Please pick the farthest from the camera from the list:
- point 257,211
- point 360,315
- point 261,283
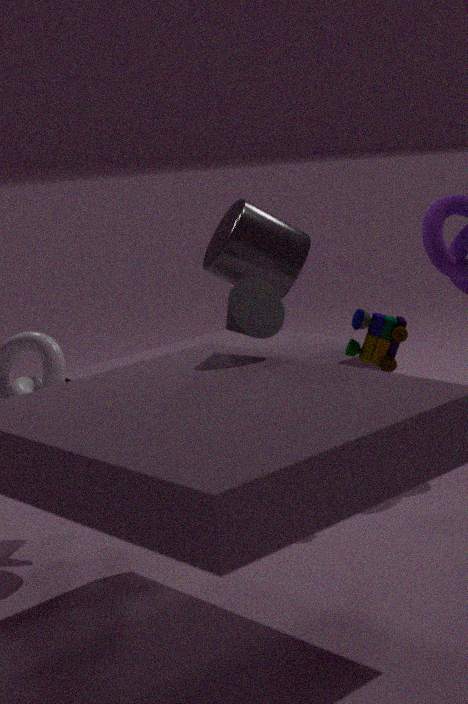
point 257,211
